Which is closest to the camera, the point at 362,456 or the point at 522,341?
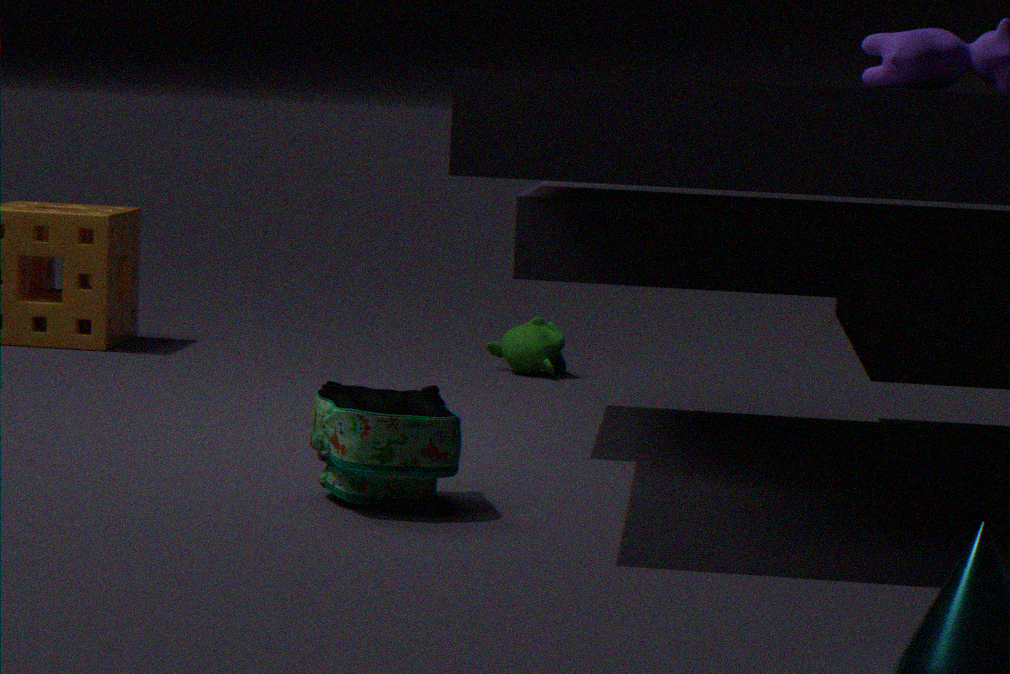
the point at 362,456
